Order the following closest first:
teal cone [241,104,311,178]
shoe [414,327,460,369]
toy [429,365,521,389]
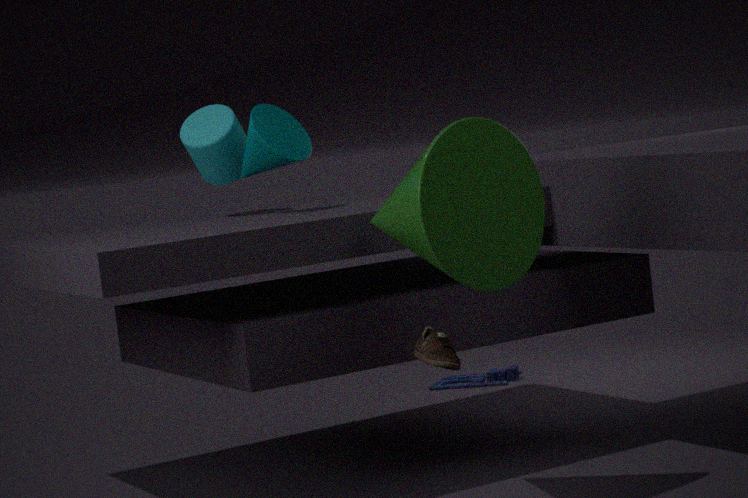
shoe [414,327,460,369]
teal cone [241,104,311,178]
toy [429,365,521,389]
